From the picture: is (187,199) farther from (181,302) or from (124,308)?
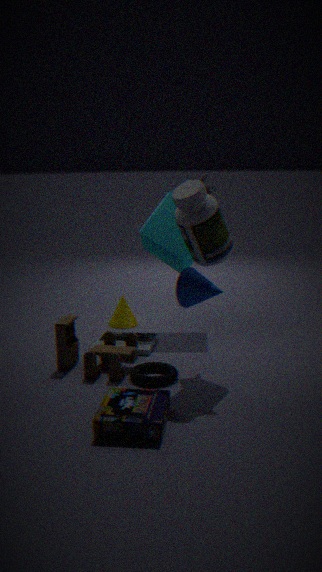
(124,308)
